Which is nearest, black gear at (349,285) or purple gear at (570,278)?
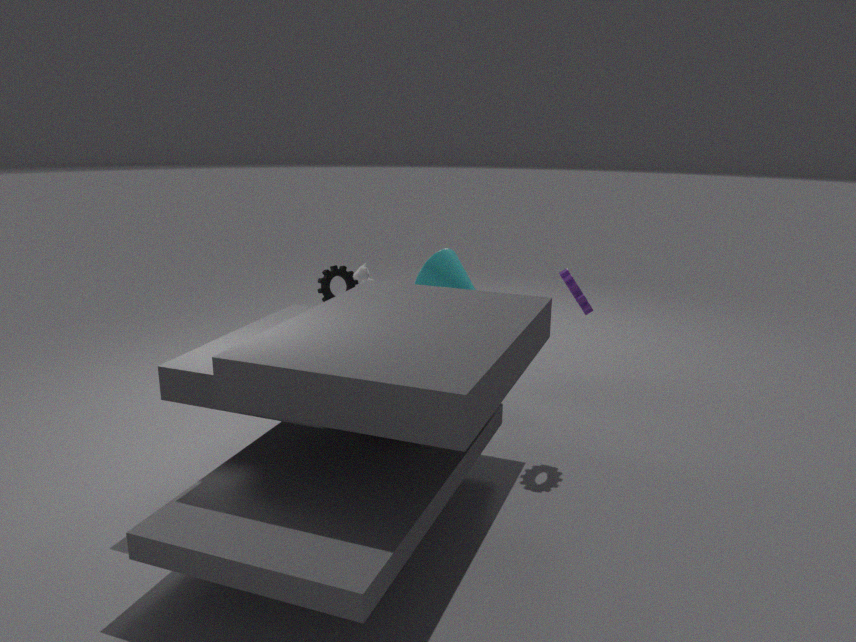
purple gear at (570,278)
